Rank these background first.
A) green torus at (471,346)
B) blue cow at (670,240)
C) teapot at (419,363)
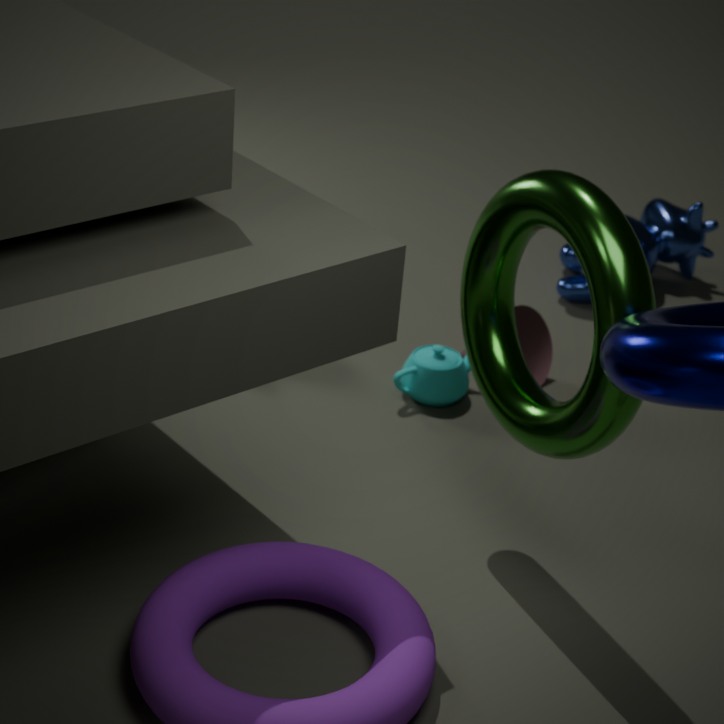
blue cow at (670,240) → teapot at (419,363) → green torus at (471,346)
